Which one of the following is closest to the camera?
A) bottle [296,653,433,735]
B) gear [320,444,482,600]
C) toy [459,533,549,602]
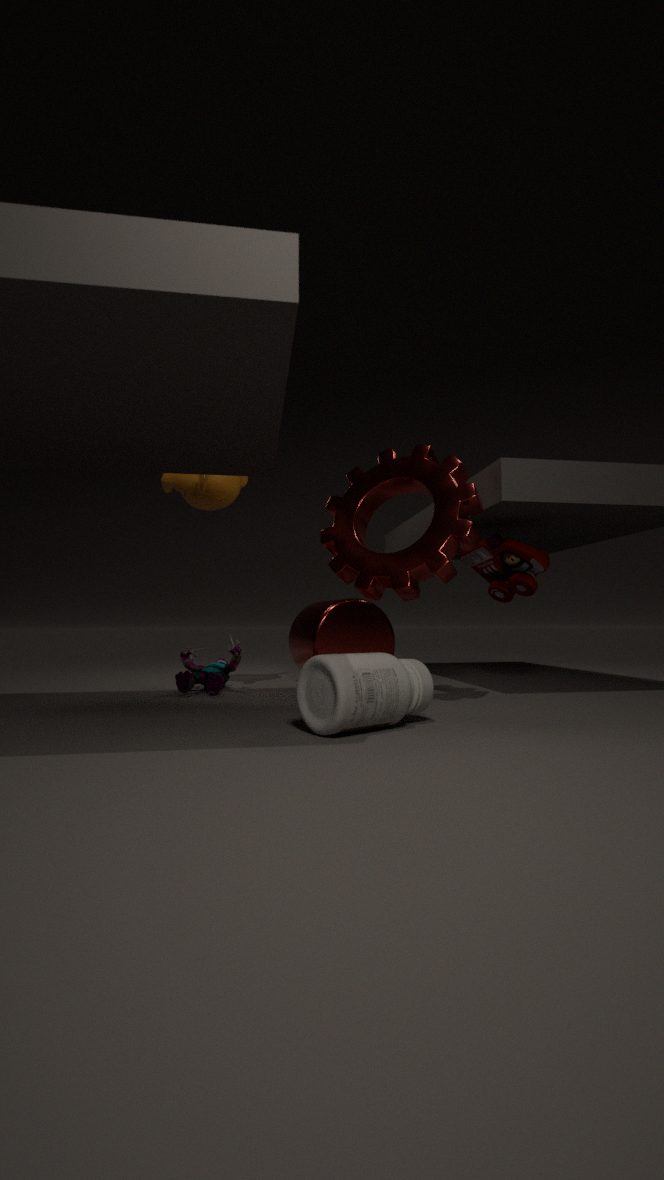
A. bottle [296,653,433,735]
